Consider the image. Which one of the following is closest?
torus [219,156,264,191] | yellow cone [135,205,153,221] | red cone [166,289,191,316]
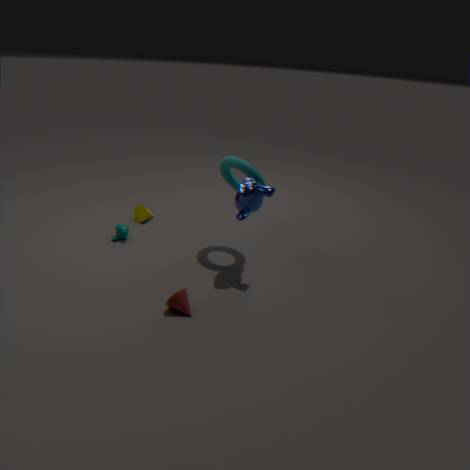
red cone [166,289,191,316]
